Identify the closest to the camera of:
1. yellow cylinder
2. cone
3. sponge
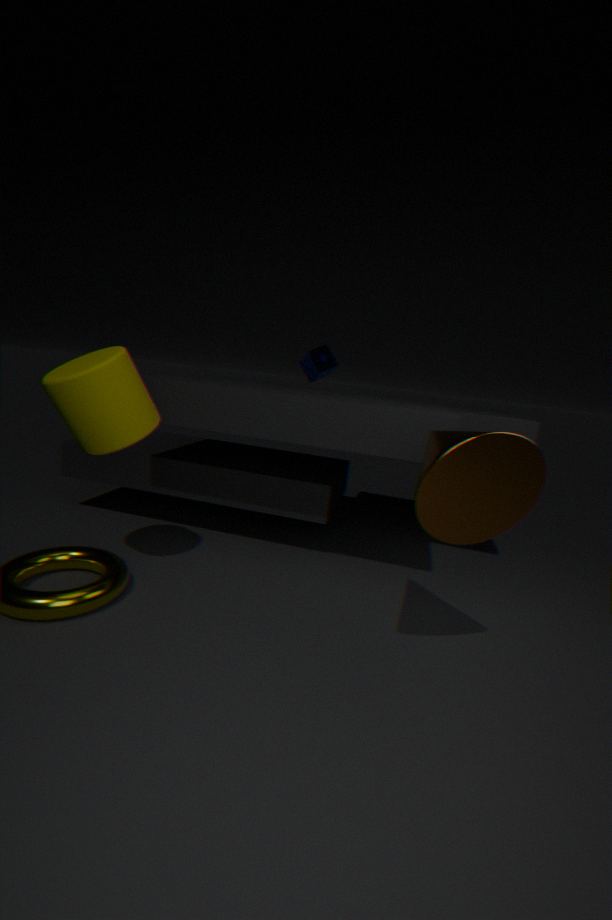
cone
